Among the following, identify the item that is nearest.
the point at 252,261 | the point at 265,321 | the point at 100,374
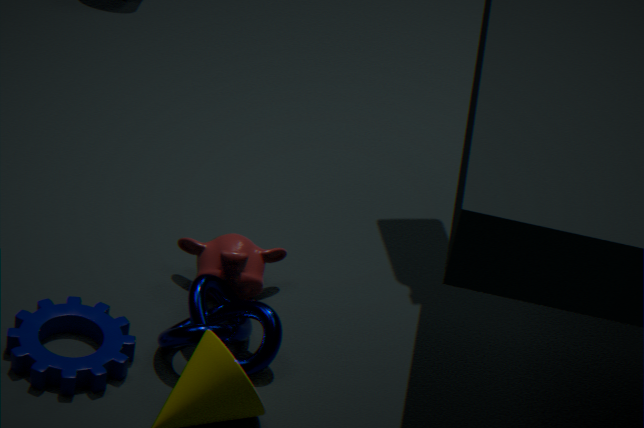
the point at 100,374
